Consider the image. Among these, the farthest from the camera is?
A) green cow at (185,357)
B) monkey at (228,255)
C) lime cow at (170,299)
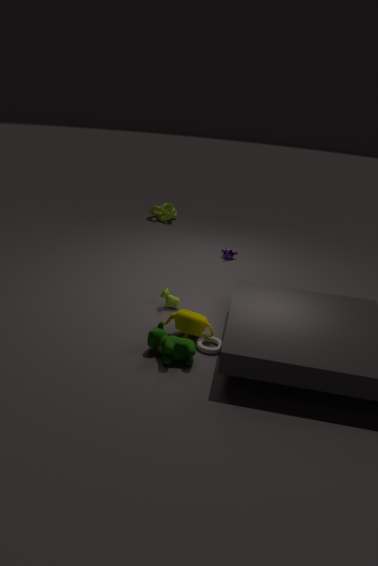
monkey at (228,255)
